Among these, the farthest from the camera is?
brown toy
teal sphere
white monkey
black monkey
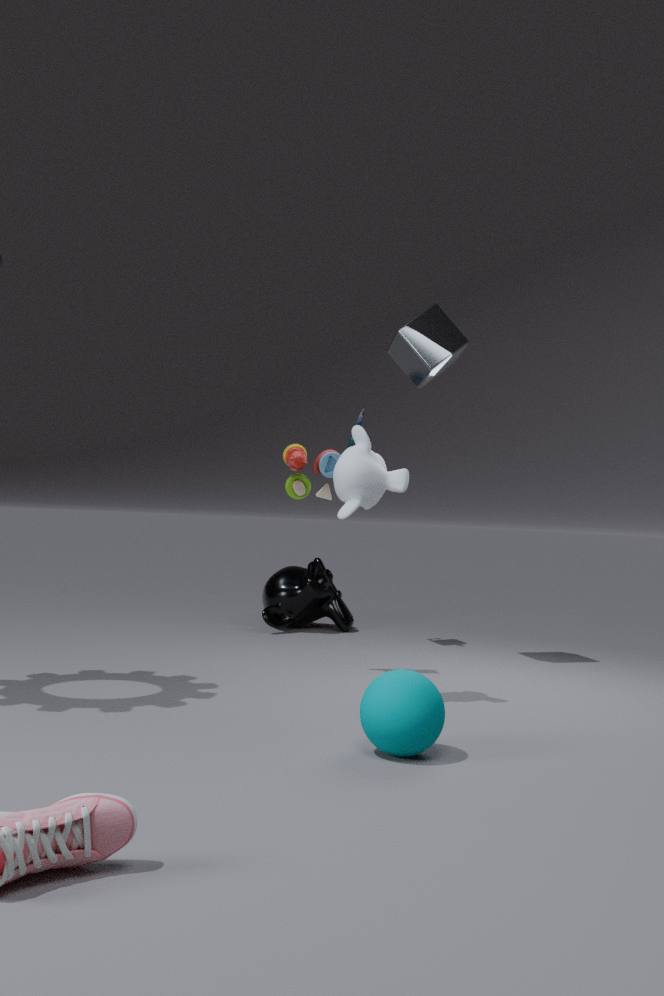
black monkey
